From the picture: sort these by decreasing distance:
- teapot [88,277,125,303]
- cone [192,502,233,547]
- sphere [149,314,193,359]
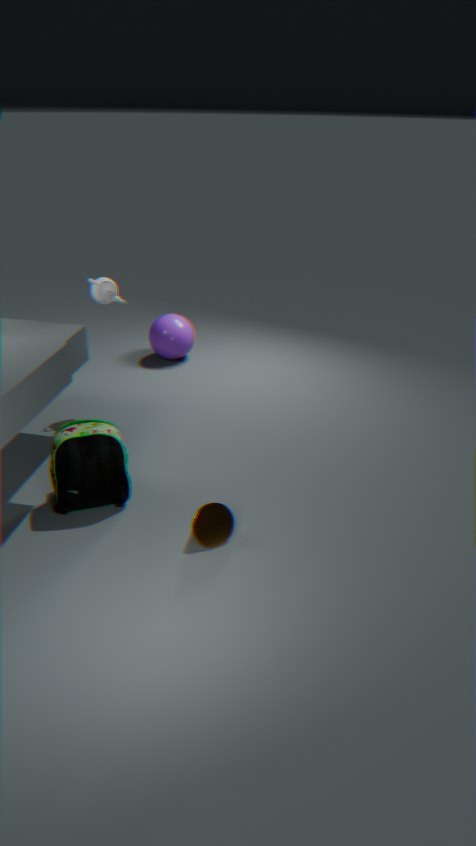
sphere [149,314,193,359] < teapot [88,277,125,303] < cone [192,502,233,547]
